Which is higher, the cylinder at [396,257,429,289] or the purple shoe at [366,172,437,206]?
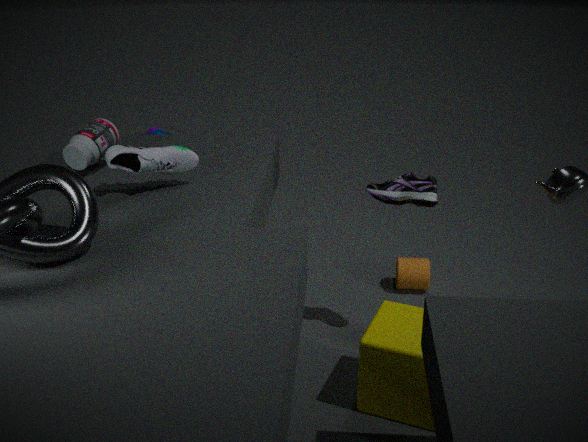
the purple shoe at [366,172,437,206]
